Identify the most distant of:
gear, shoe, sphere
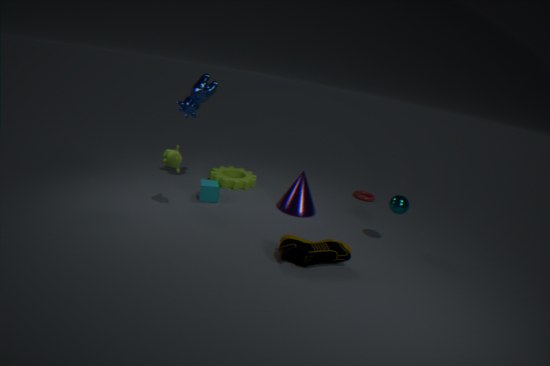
gear
